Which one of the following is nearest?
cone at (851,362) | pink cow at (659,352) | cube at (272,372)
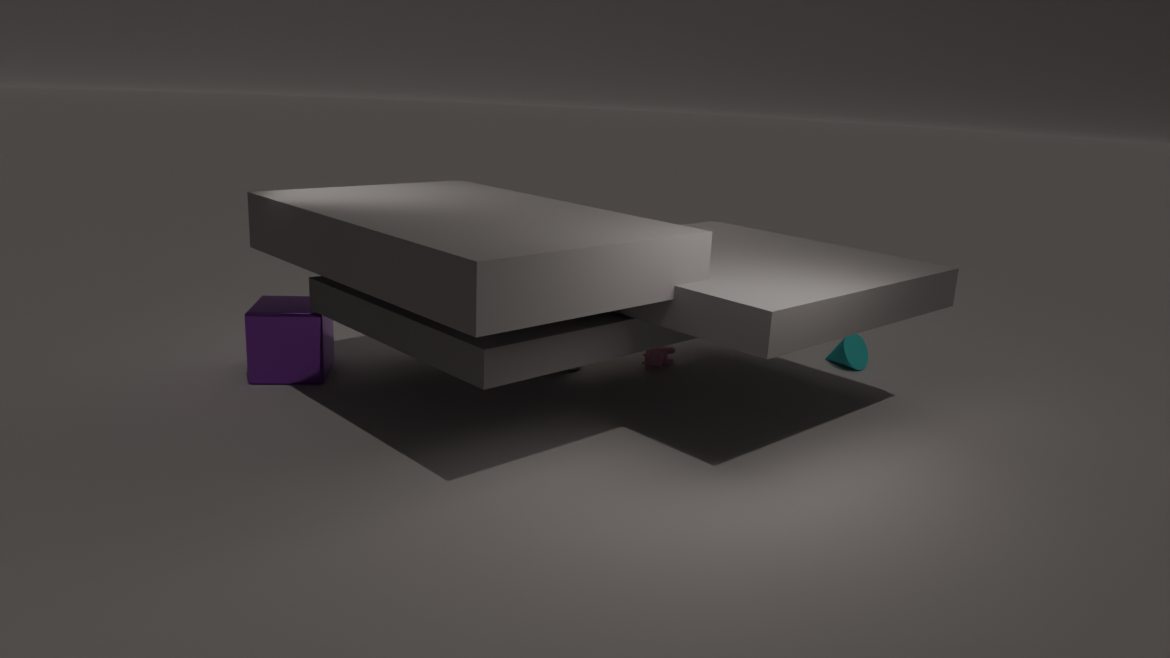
cube at (272,372)
